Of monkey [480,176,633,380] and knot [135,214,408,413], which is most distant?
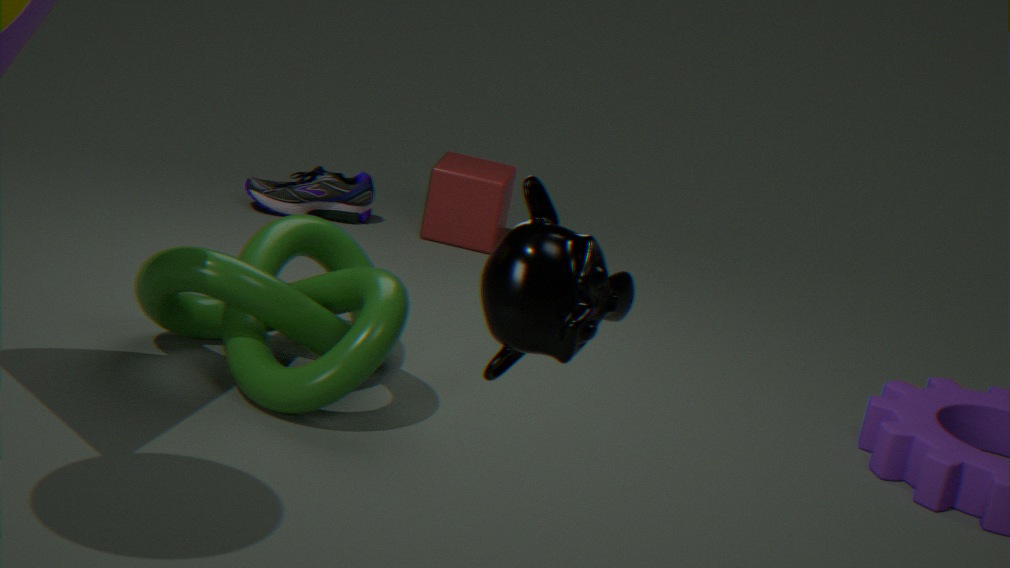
knot [135,214,408,413]
